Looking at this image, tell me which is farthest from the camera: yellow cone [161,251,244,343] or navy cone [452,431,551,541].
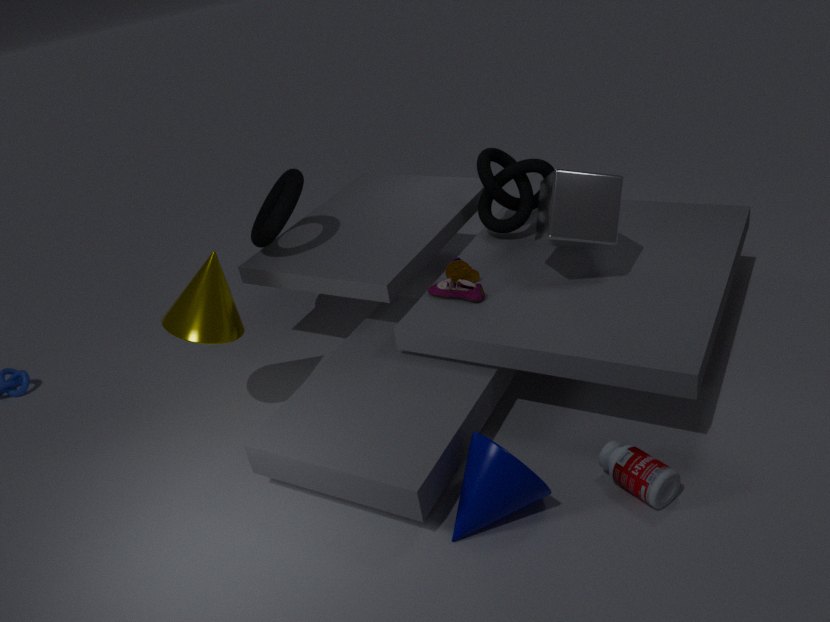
yellow cone [161,251,244,343]
